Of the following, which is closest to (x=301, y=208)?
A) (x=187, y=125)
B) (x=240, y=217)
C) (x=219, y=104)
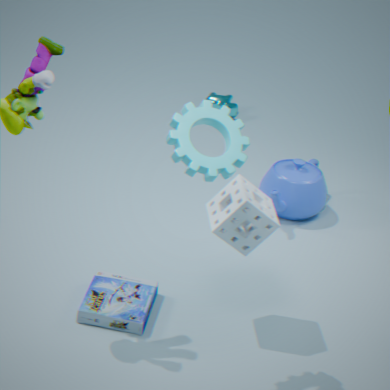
(x=240, y=217)
